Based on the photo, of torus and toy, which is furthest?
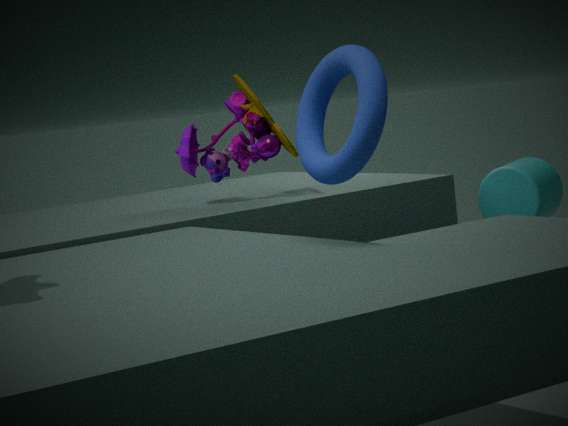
toy
